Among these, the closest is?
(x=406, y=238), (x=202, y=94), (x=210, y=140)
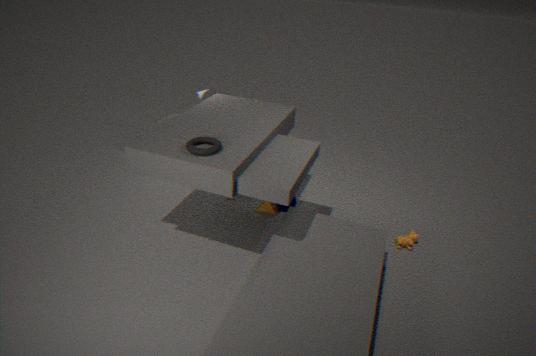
(x=210, y=140)
